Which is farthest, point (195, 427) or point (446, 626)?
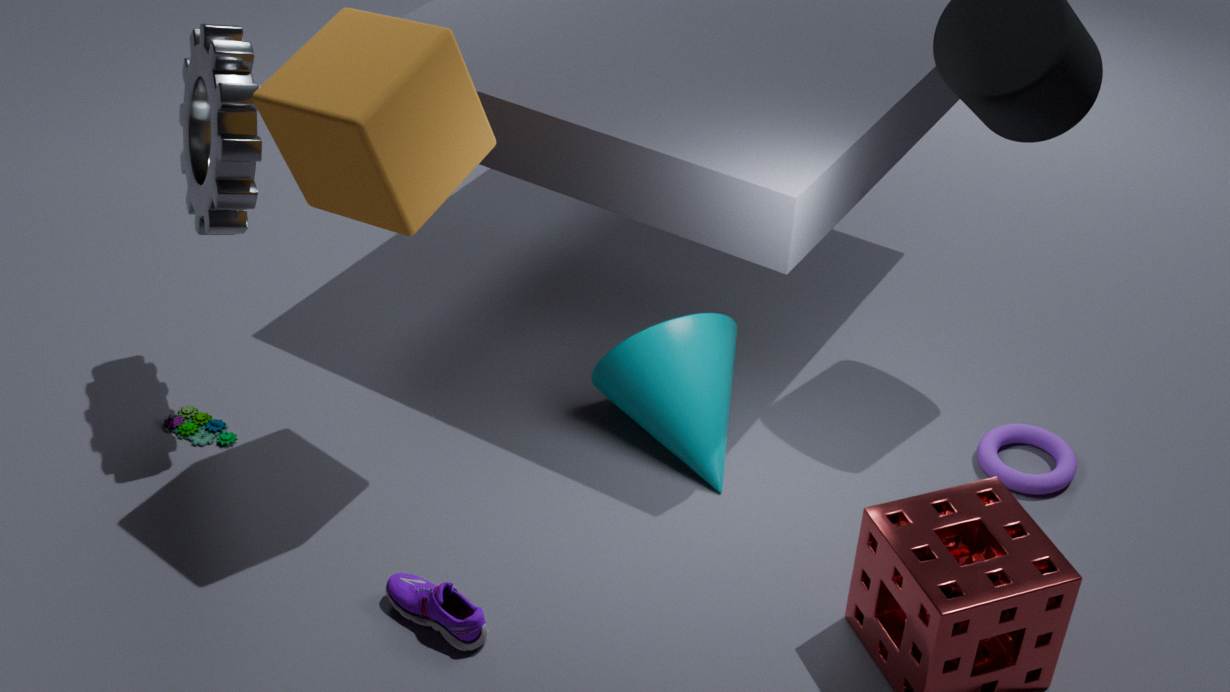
point (195, 427)
